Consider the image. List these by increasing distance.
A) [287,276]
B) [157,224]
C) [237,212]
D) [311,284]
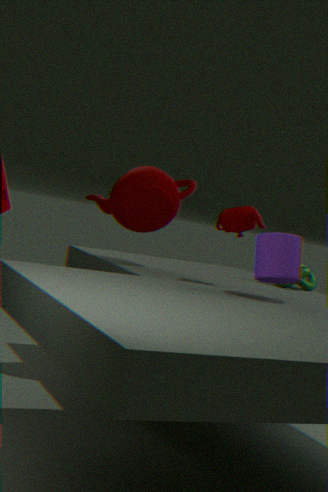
[287,276] → [237,212] → [157,224] → [311,284]
